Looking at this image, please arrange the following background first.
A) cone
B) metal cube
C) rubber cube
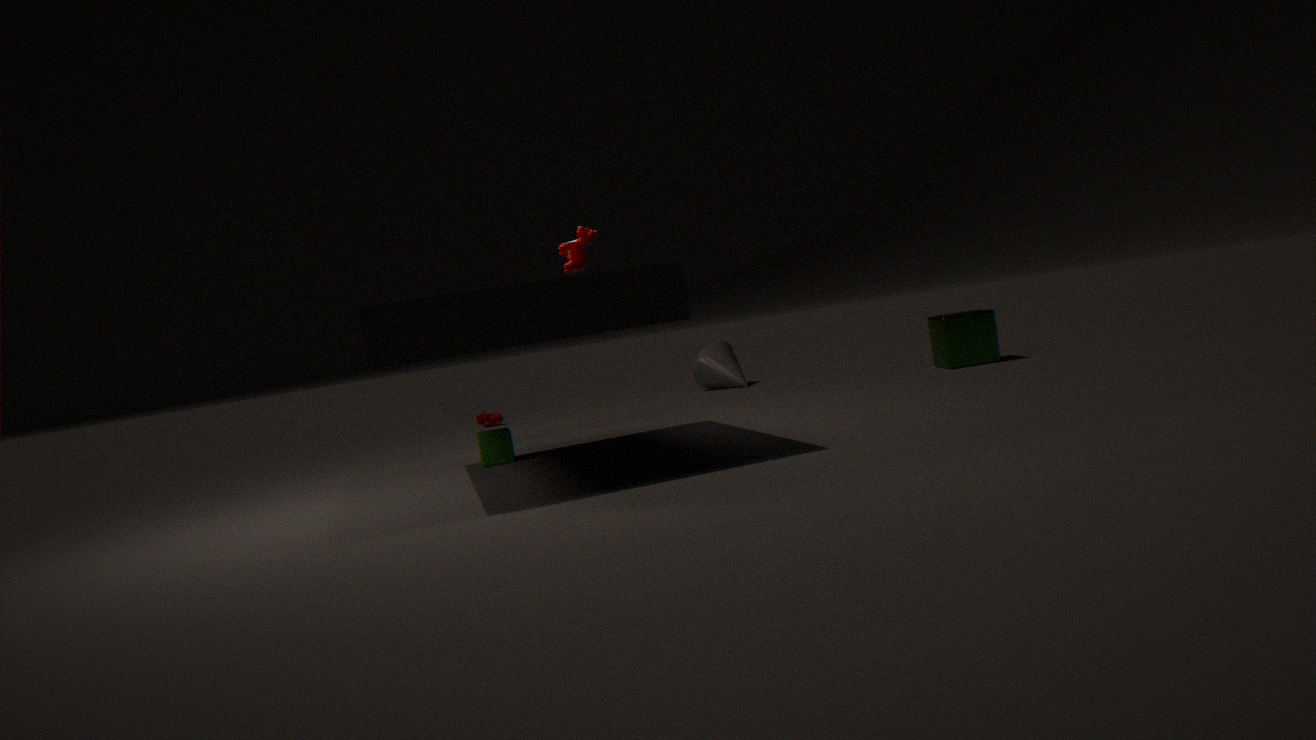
1. cone
2. metal cube
3. rubber cube
